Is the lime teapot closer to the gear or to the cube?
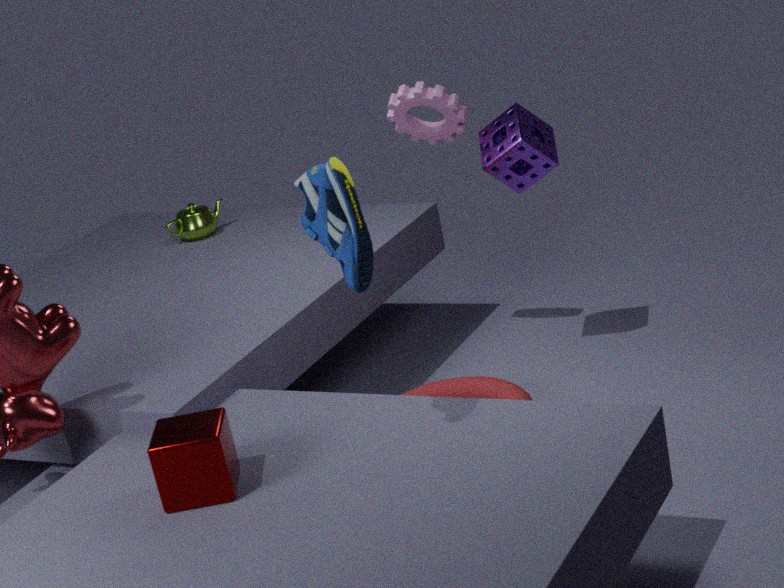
the gear
